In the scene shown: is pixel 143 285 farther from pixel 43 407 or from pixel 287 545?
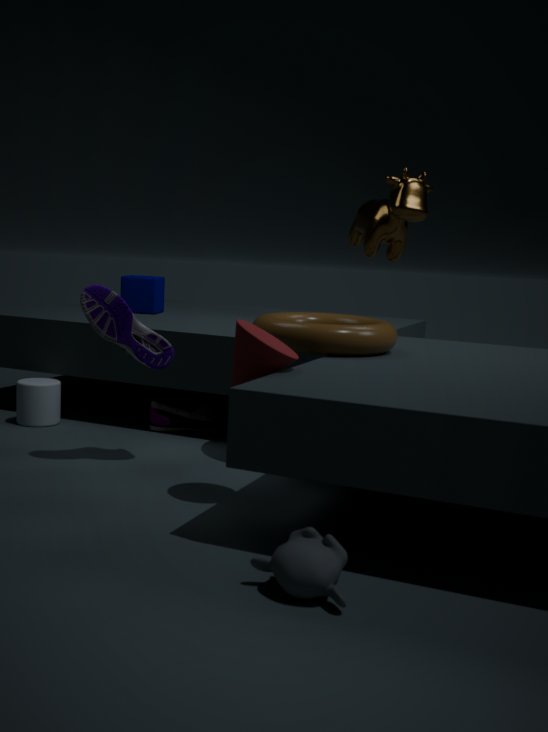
pixel 287 545
